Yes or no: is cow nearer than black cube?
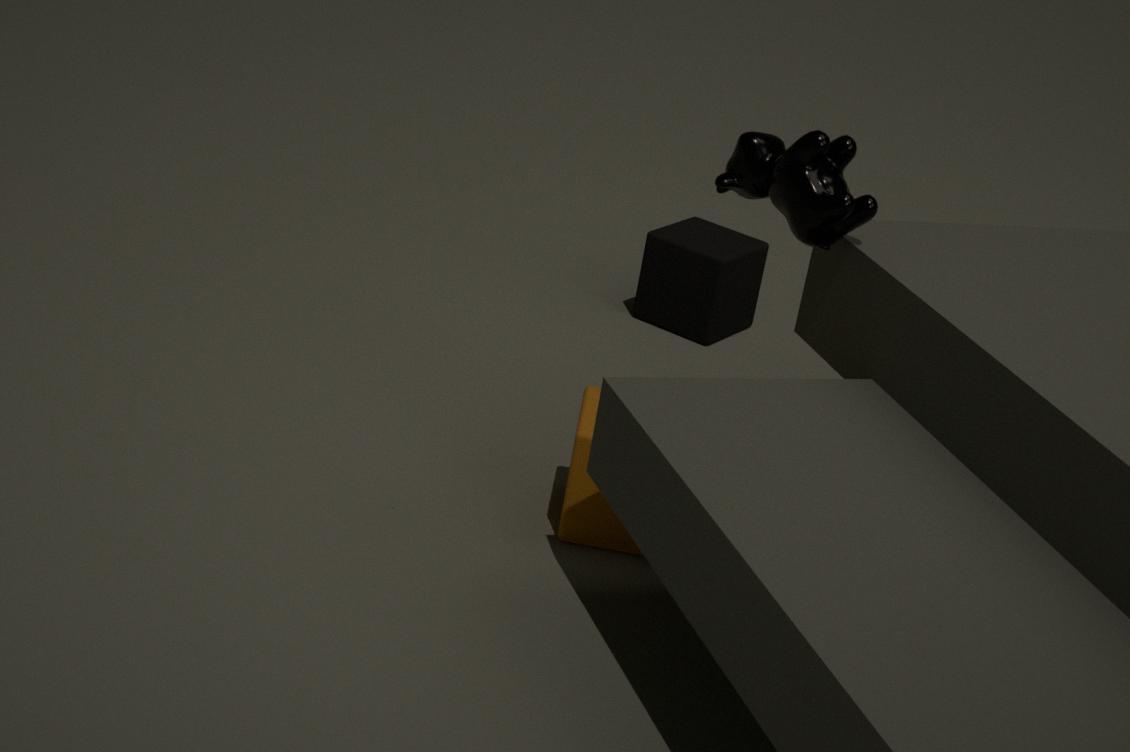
Yes
